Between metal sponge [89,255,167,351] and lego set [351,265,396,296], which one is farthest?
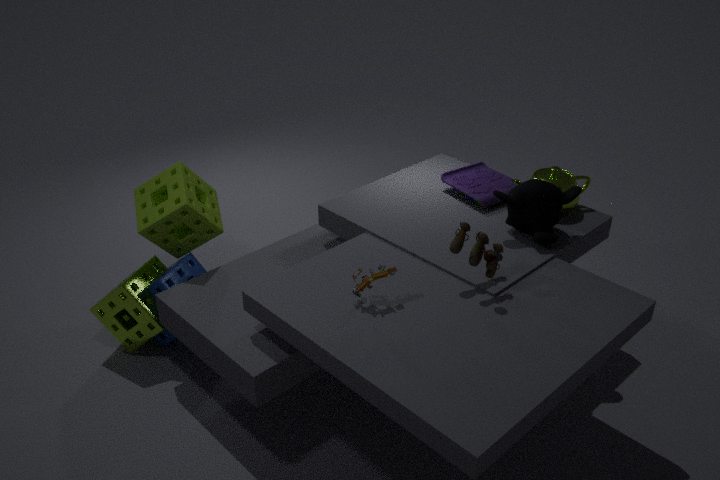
metal sponge [89,255,167,351]
